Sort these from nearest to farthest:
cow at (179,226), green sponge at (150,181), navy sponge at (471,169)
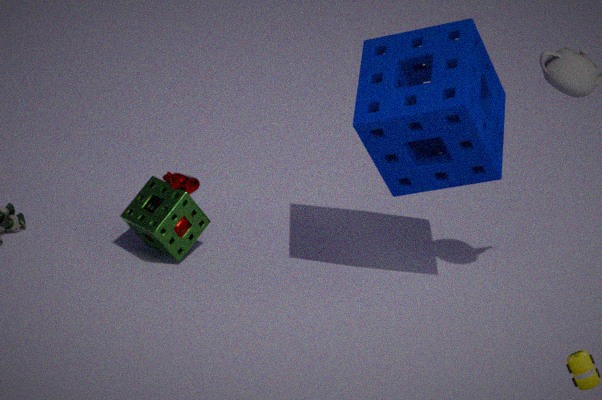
navy sponge at (471,169)
green sponge at (150,181)
cow at (179,226)
